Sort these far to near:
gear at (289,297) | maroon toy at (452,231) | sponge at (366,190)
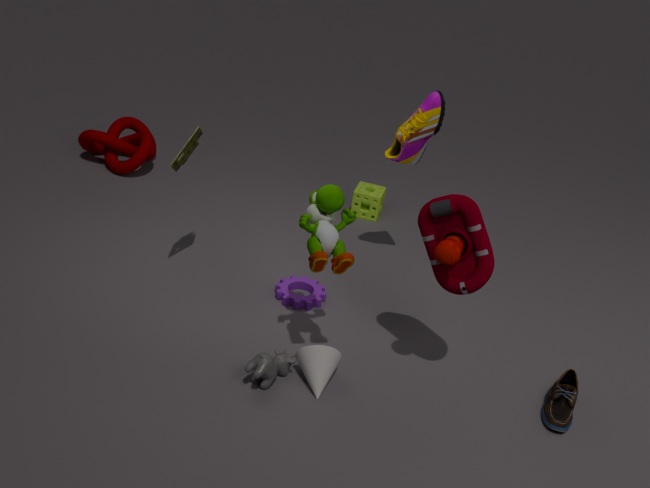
sponge at (366,190), gear at (289,297), maroon toy at (452,231)
